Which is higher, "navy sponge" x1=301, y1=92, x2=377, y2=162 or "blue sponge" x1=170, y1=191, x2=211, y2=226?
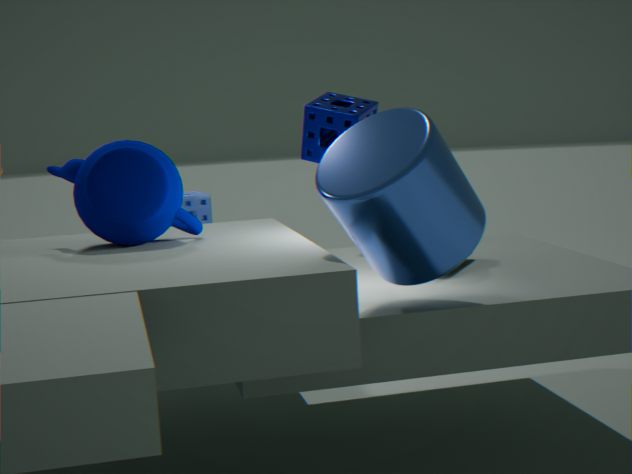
"navy sponge" x1=301, y1=92, x2=377, y2=162
